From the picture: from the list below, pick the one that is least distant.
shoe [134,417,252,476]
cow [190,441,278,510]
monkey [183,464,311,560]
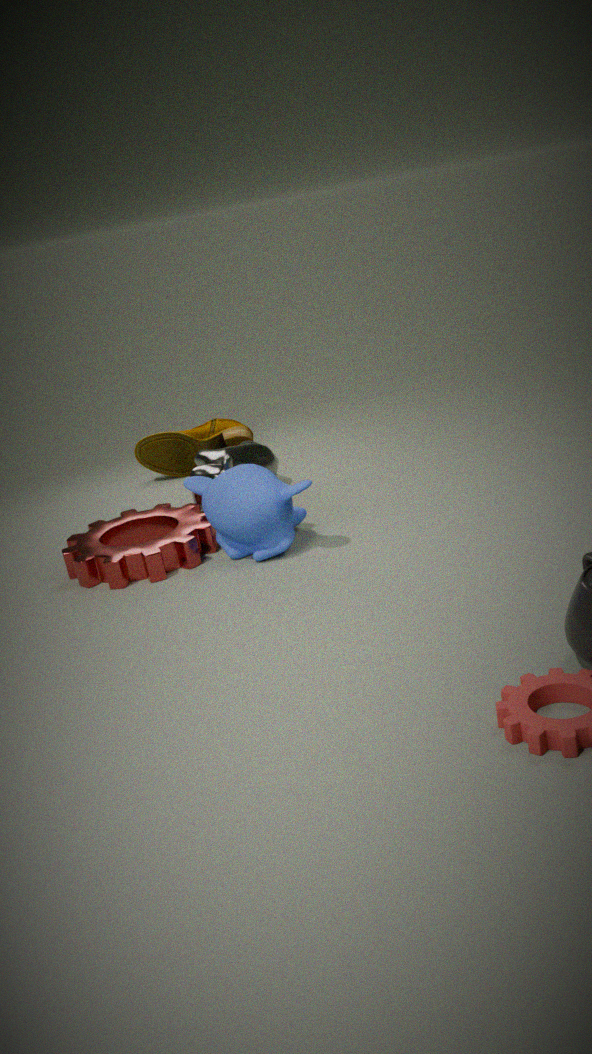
monkey [183,464,311,560]
